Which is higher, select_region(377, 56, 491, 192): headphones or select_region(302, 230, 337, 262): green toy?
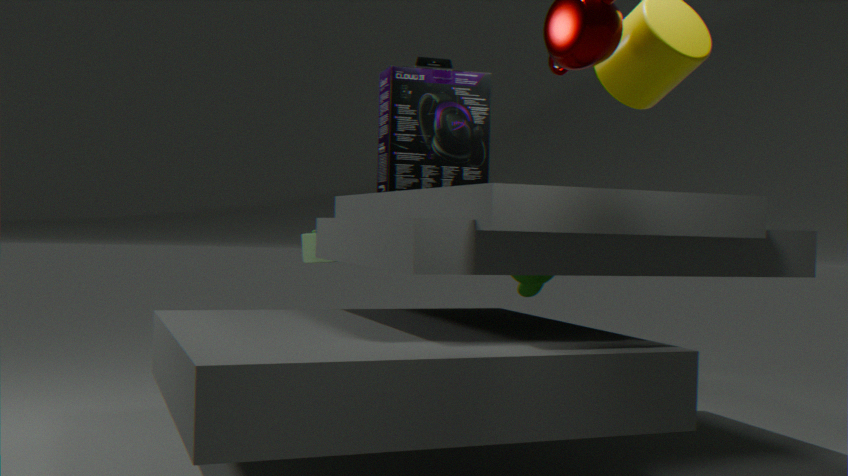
select_region(377, 56, 491, 192): headphones
